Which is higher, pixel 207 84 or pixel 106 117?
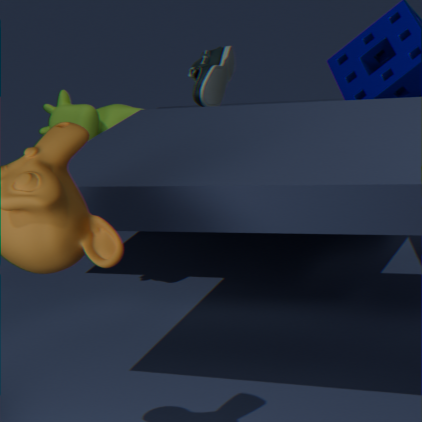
pixel 207 84
